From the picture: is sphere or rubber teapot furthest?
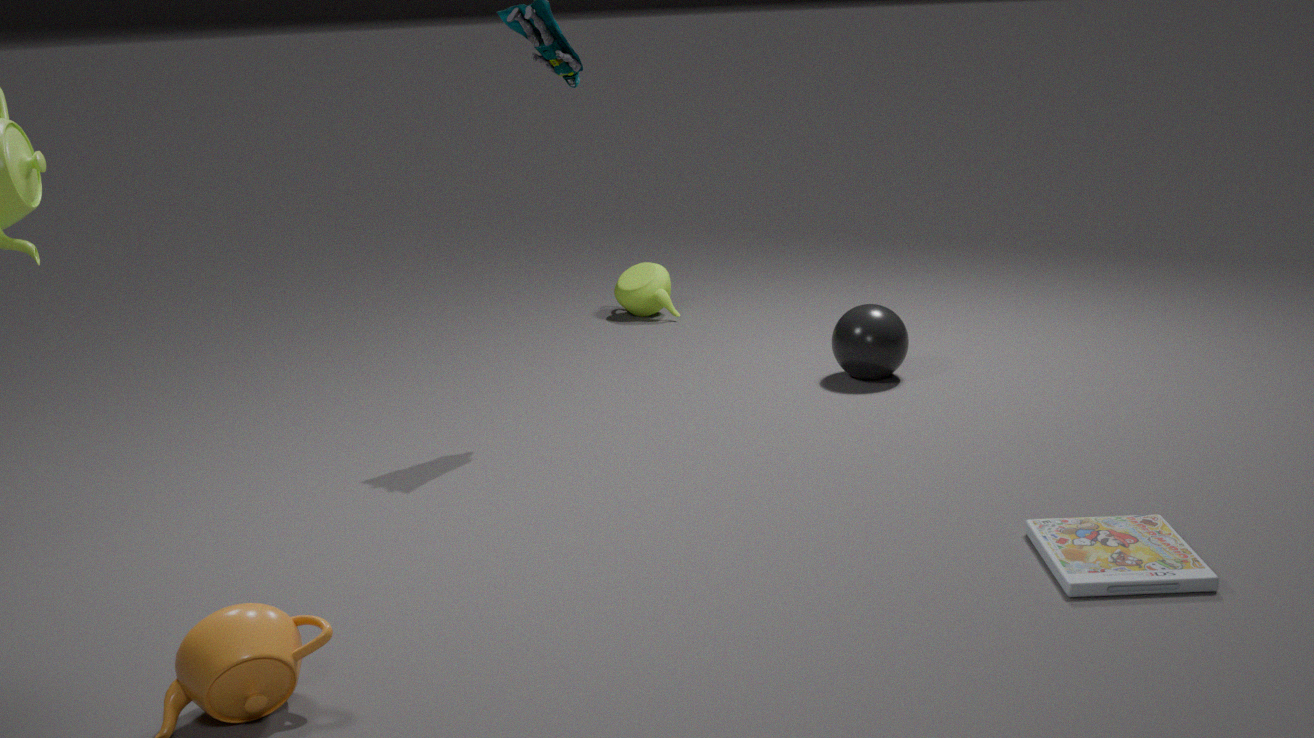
rubber teapot
